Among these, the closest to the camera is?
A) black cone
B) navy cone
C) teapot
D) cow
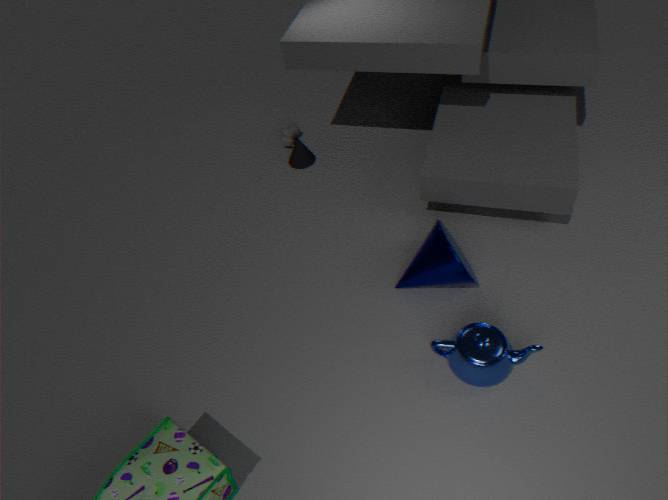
teapot
